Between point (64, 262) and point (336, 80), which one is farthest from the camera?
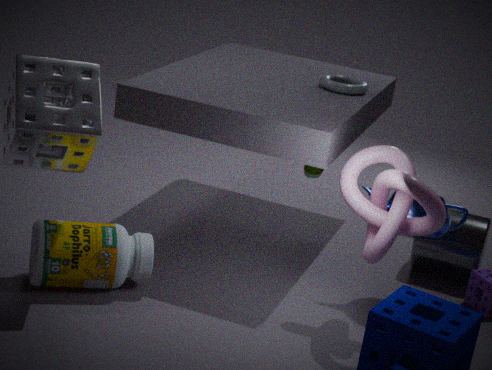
point (336, 80)
